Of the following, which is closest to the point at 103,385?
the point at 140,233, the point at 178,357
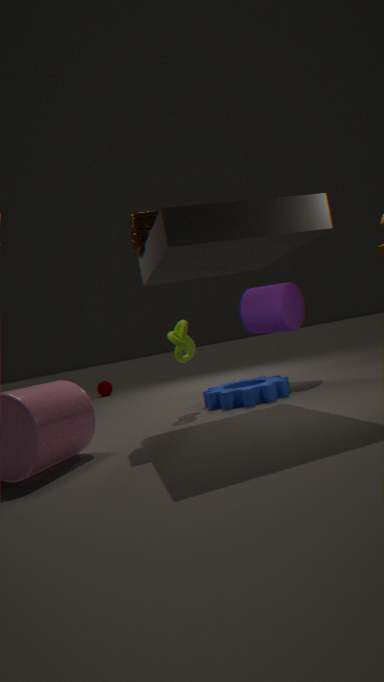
the point at 178,357
